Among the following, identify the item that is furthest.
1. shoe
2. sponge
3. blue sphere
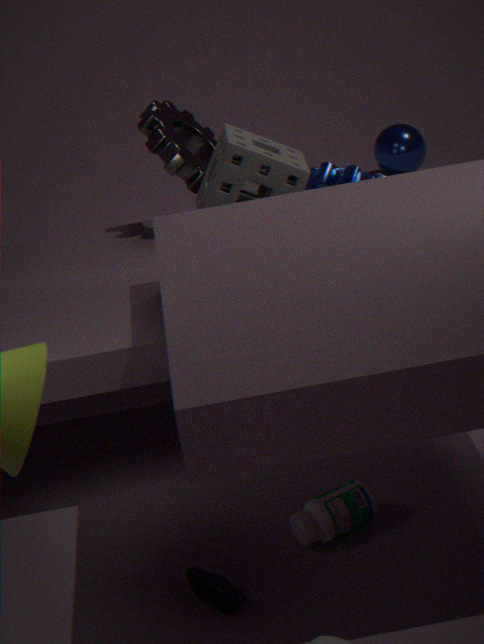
blue sphere
